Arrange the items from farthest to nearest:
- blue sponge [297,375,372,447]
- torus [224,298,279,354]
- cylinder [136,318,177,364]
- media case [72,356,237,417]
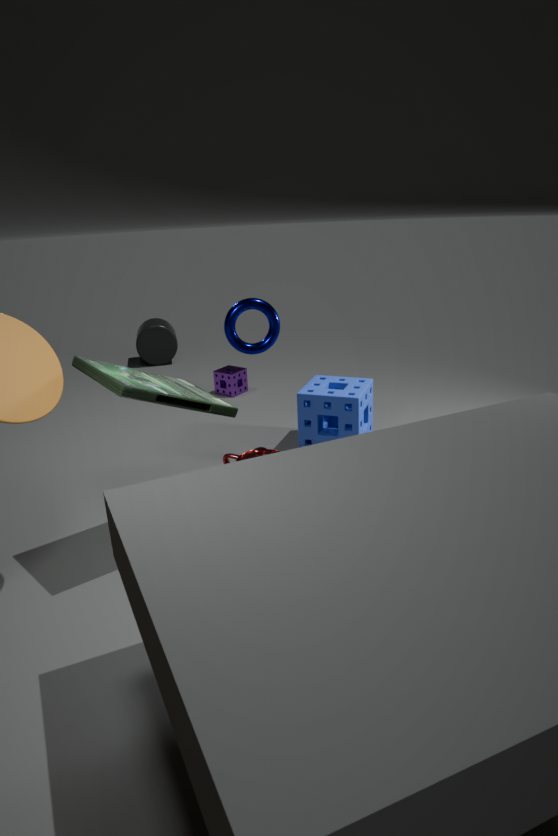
cylinder [136,318,177,364] → blue sponge [297,375,372,447] → torus [224,298,279,354] → media case [72,356,237,417]
